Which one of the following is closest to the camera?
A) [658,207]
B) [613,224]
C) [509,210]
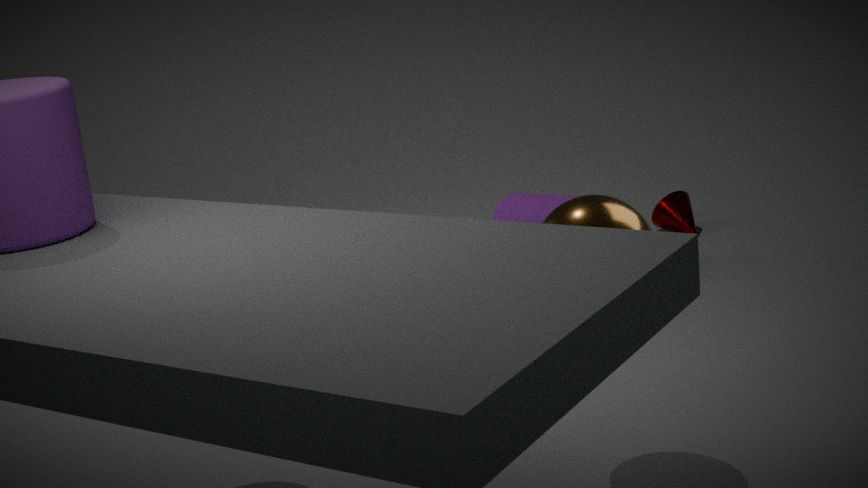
[613,224]
